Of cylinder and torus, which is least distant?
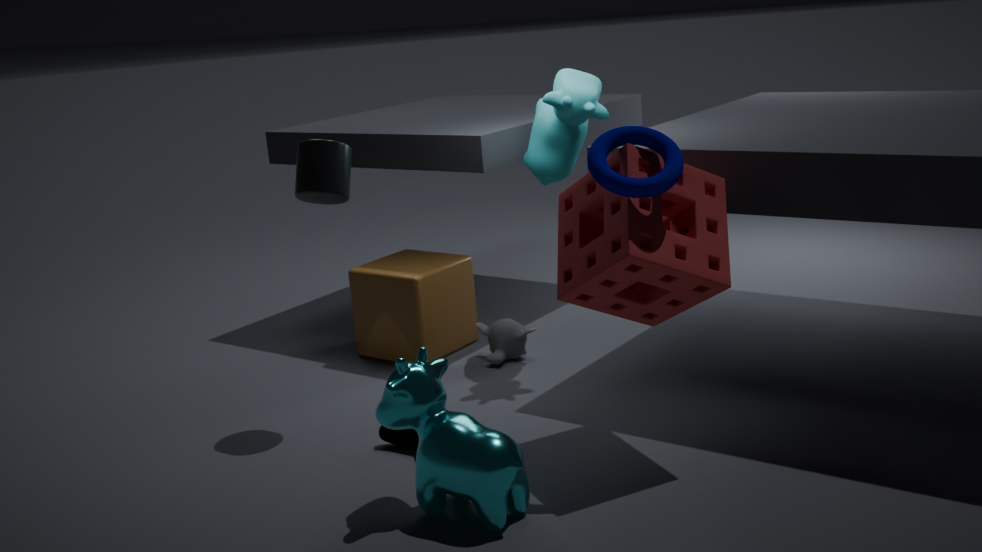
torus
